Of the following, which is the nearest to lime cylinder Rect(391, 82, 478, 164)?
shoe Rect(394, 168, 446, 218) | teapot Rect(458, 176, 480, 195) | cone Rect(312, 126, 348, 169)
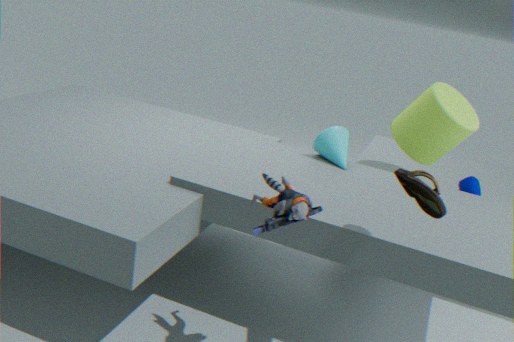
teapot Rect(458, 176, 480, 195)
